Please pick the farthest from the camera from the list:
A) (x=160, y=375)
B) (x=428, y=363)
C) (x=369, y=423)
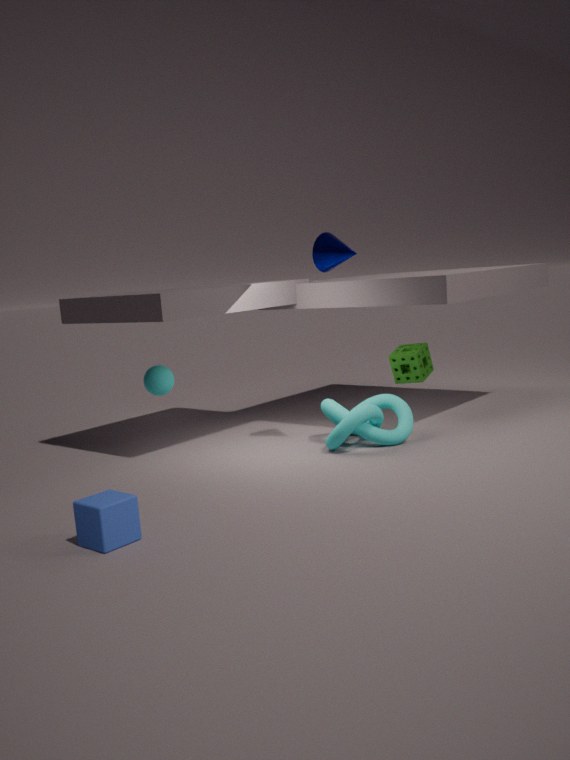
(x=428, y=363)
